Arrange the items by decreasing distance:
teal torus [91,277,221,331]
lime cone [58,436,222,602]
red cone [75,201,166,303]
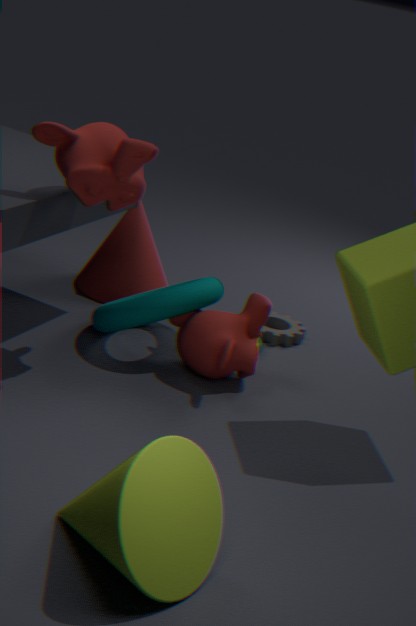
red cone [75,201,166,303]
teal torus [91,277,221,331]
lime cone [58,436,222,602]
